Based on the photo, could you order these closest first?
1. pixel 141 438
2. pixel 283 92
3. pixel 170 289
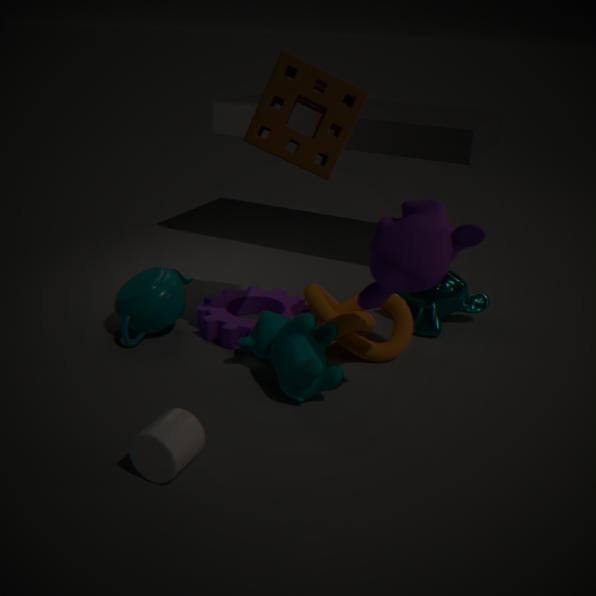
pixel 141 438, pixel 283 92, pixel 170 289
